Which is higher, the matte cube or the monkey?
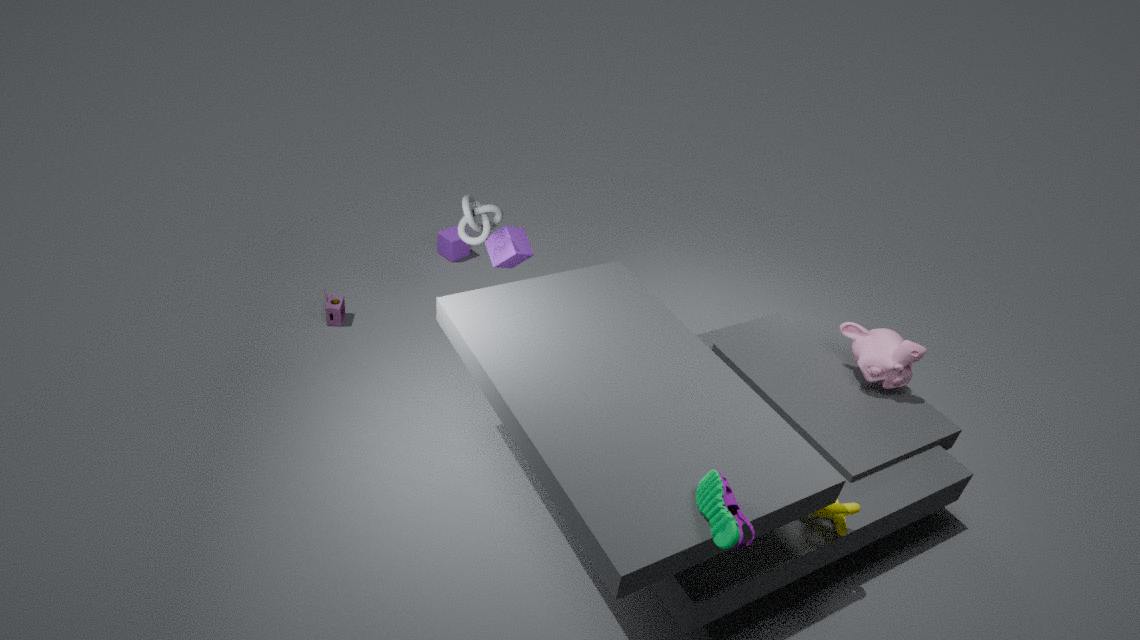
the monkey
